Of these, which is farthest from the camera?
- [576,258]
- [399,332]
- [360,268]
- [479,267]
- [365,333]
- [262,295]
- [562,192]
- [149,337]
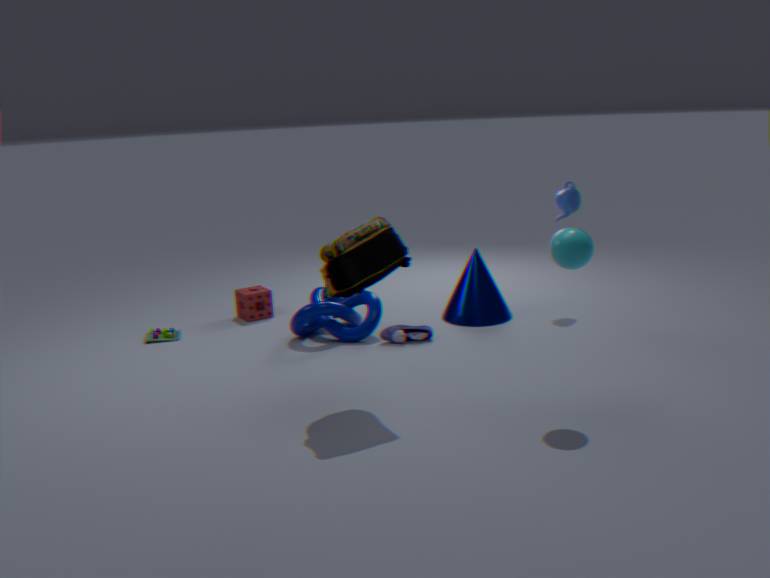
[262,295]
